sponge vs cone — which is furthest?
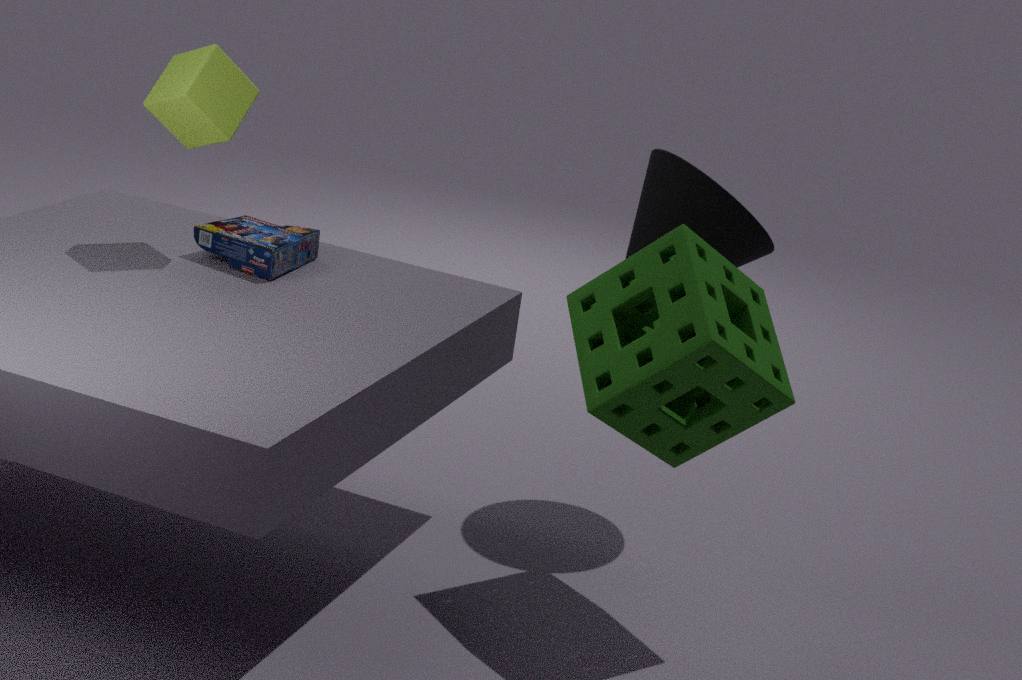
cone
